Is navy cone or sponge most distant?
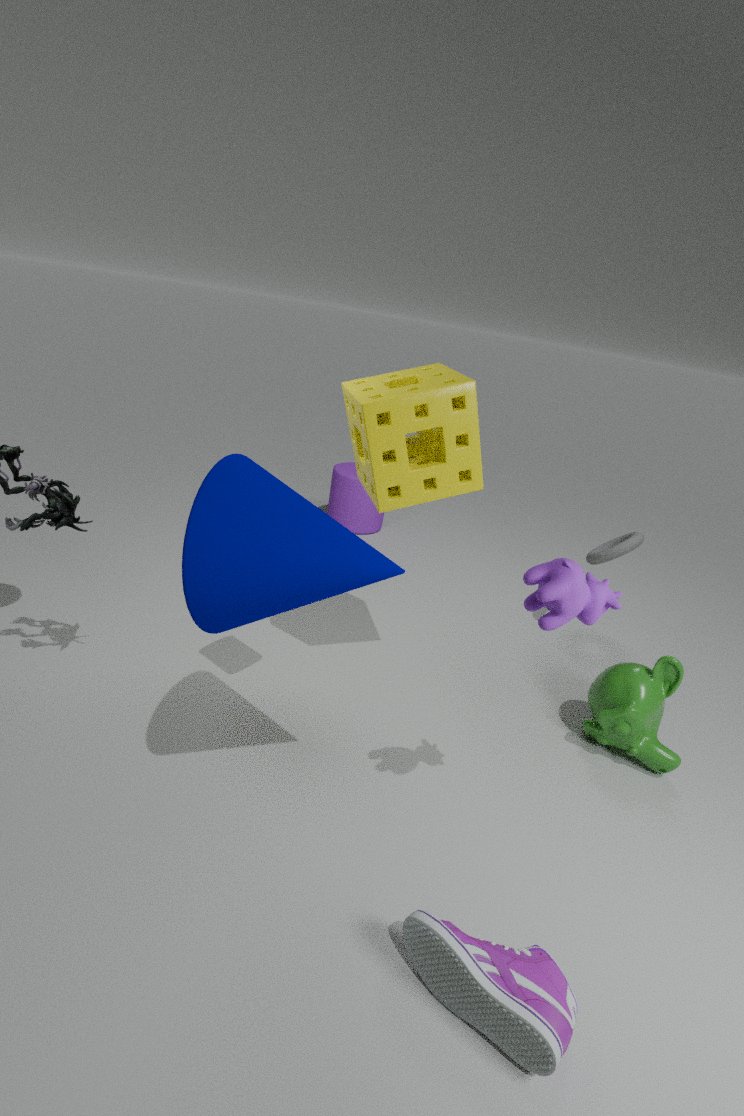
sponge
